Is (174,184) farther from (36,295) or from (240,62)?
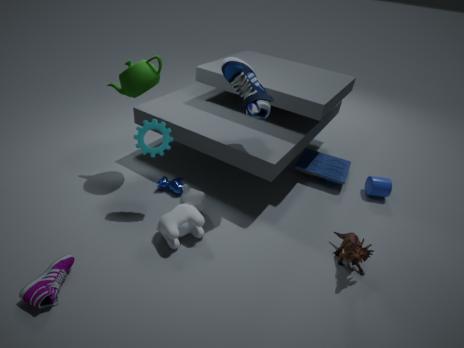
(36,295)
